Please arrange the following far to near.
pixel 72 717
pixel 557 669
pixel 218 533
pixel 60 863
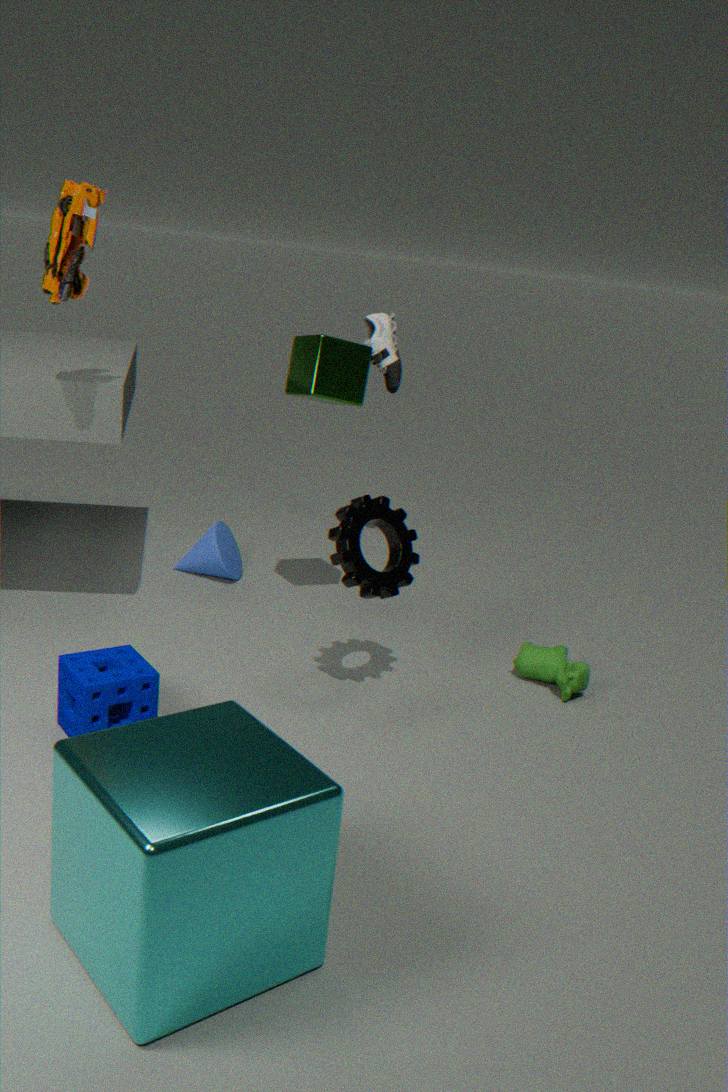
pixel 218 533 < pixel 557 669 < pixel 72 717 < pixel 60 863
